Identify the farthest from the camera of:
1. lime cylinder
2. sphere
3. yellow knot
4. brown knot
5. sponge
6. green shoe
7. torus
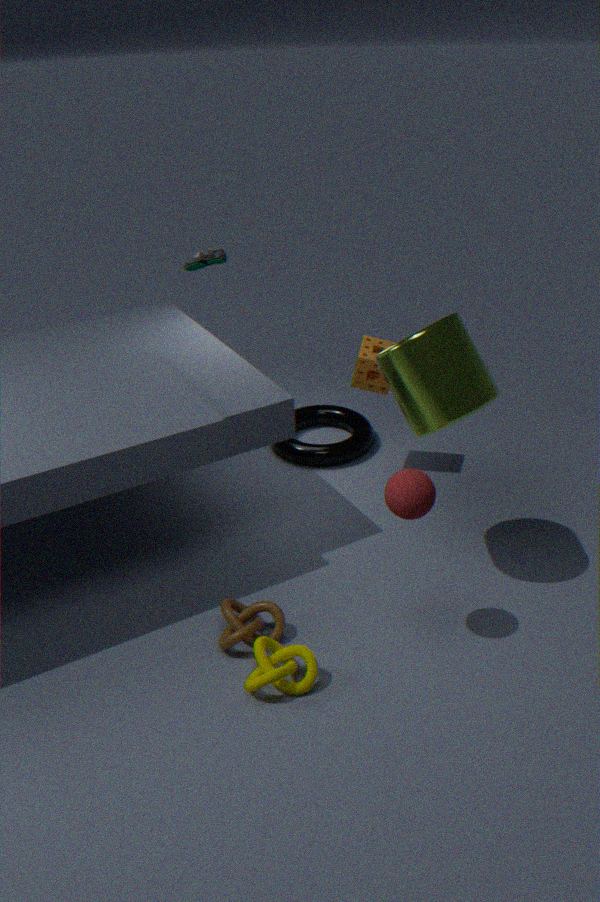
torus
